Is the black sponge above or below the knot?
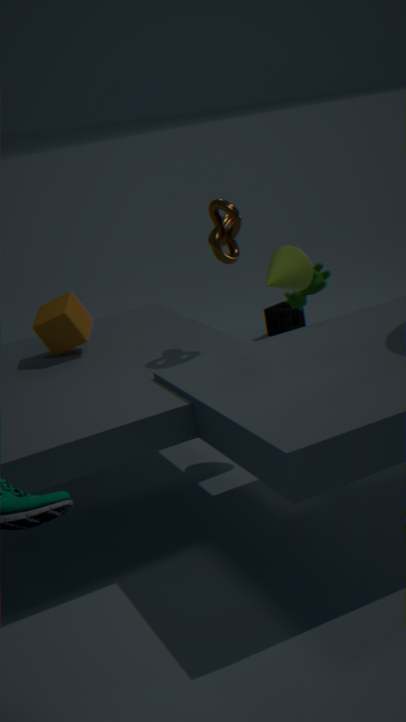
below
